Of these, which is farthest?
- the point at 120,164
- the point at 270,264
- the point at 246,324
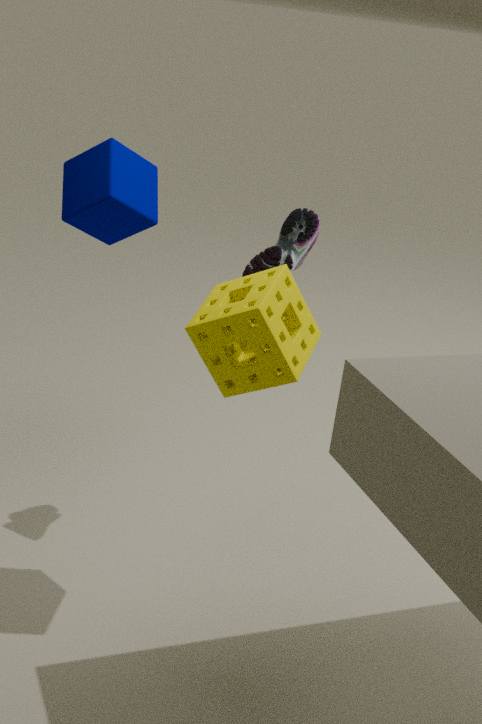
the point at 120,164
